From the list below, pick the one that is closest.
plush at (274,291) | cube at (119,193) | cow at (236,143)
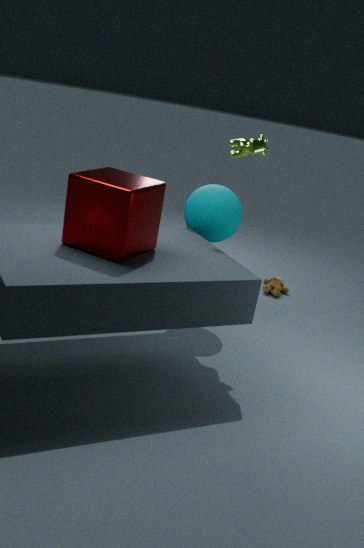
cube at (119,193)
